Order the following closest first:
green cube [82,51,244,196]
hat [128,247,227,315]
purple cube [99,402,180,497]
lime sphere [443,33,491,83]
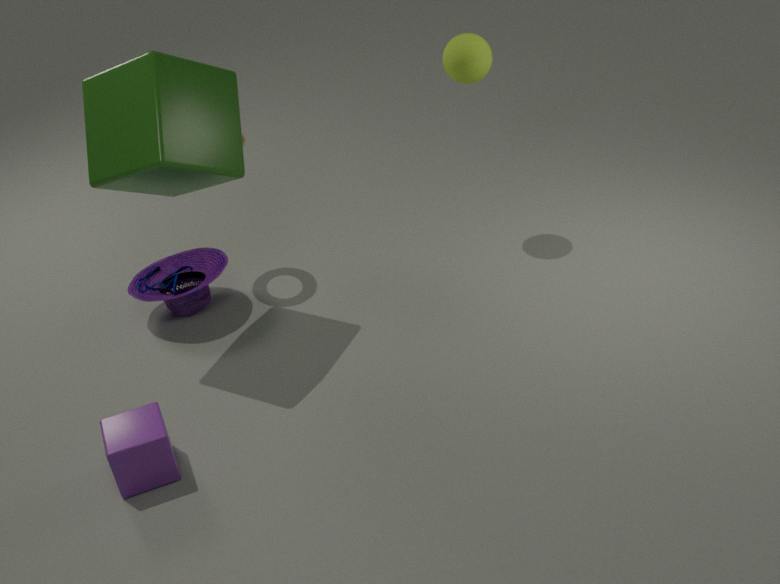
purple cube [99,402,180,497] < green cube [82,51,244,196] < lime sphere [443,33,491,83] < hat [128,247,227,315]
